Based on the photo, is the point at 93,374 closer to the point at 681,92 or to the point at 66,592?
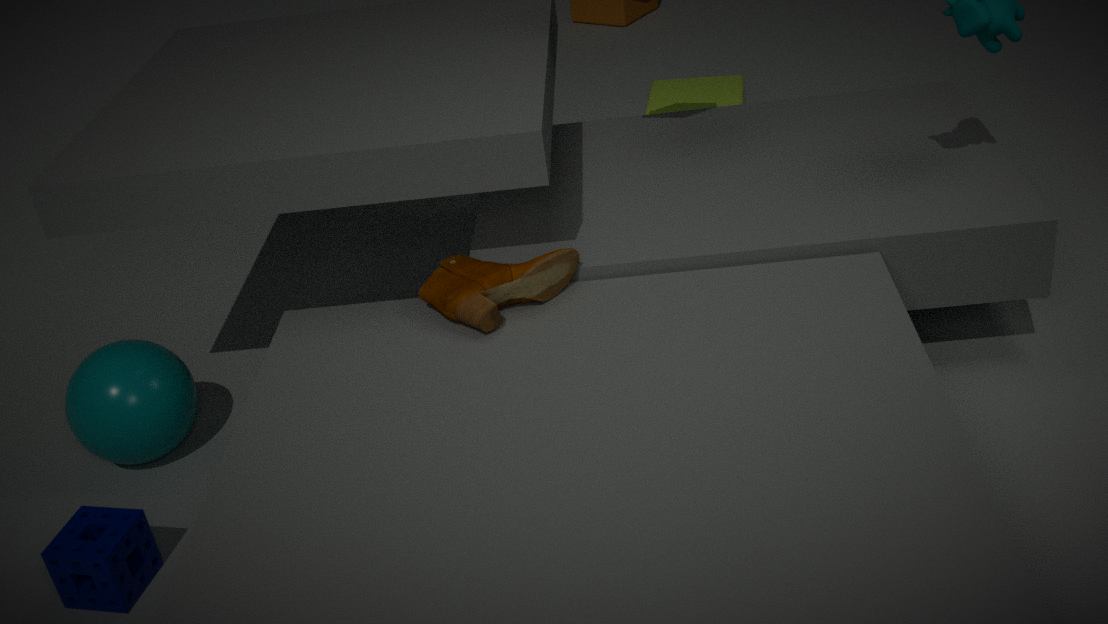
the point at 66,592
